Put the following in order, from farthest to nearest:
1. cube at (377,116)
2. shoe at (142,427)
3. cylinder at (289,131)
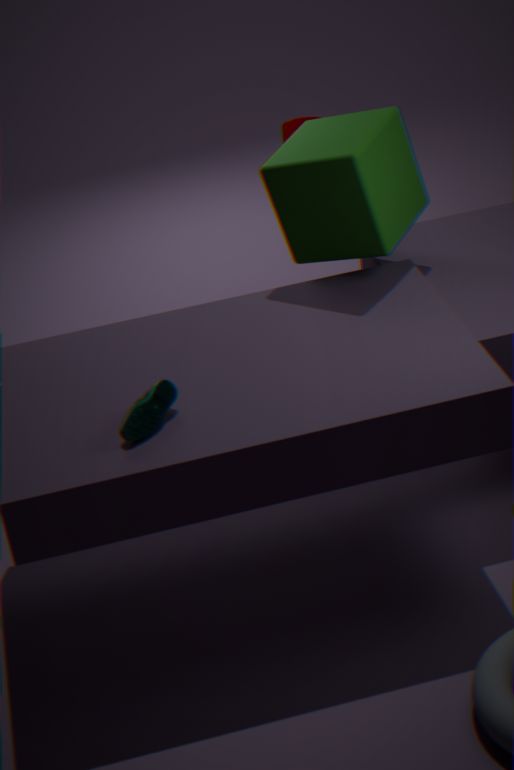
cylinder at (289,131)
cube at (377,116)
shoe at (142,427)
